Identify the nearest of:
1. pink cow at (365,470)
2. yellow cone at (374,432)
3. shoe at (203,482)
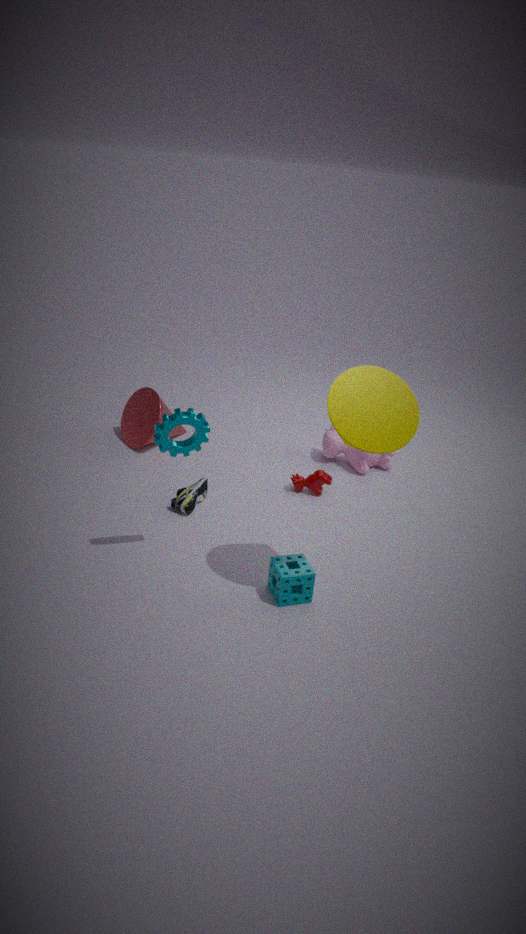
yellow cone at (374,432)
